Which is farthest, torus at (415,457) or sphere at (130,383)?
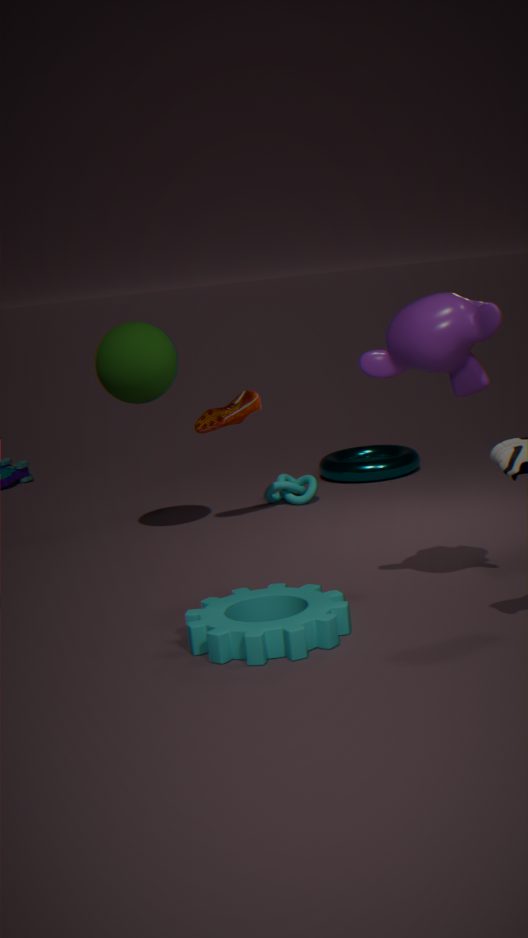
torus at (415,457)
